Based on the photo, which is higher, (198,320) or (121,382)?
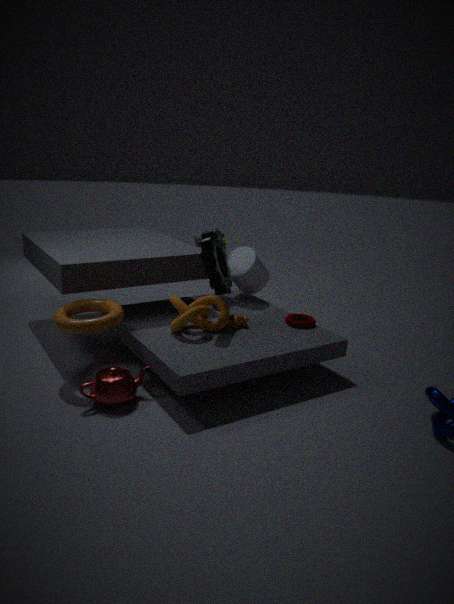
(198,320)
